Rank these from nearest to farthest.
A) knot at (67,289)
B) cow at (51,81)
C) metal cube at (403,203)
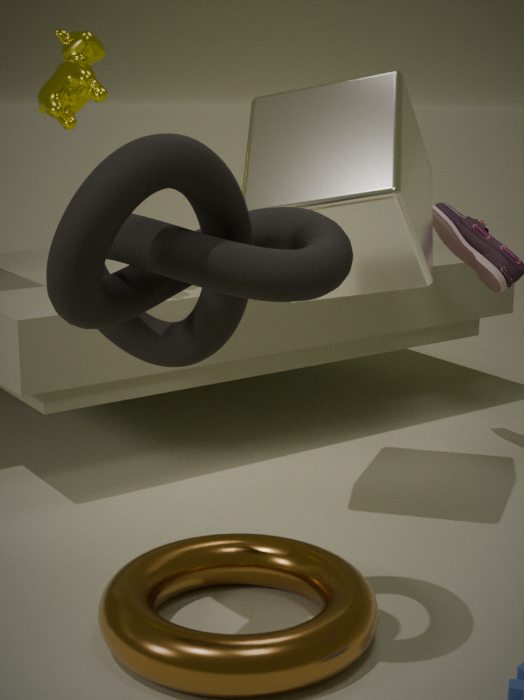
knot at (67,289)
metal cube at (403,203)
cow at (51,81)
